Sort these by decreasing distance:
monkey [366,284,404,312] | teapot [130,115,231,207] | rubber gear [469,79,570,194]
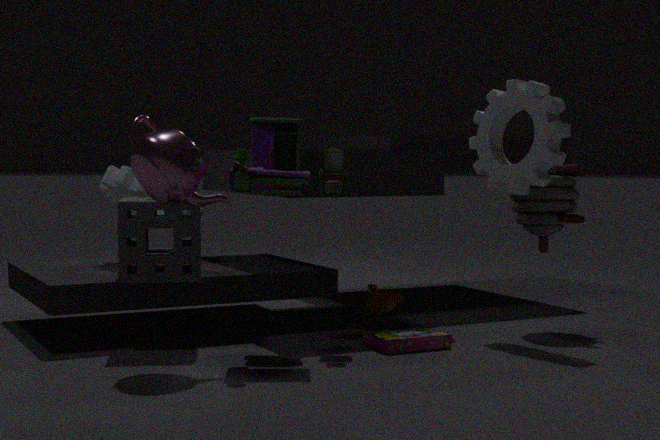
monkey [366,284,404,312] < rubber gear [469,79,570,194] < teapot [130,115,231,207]
